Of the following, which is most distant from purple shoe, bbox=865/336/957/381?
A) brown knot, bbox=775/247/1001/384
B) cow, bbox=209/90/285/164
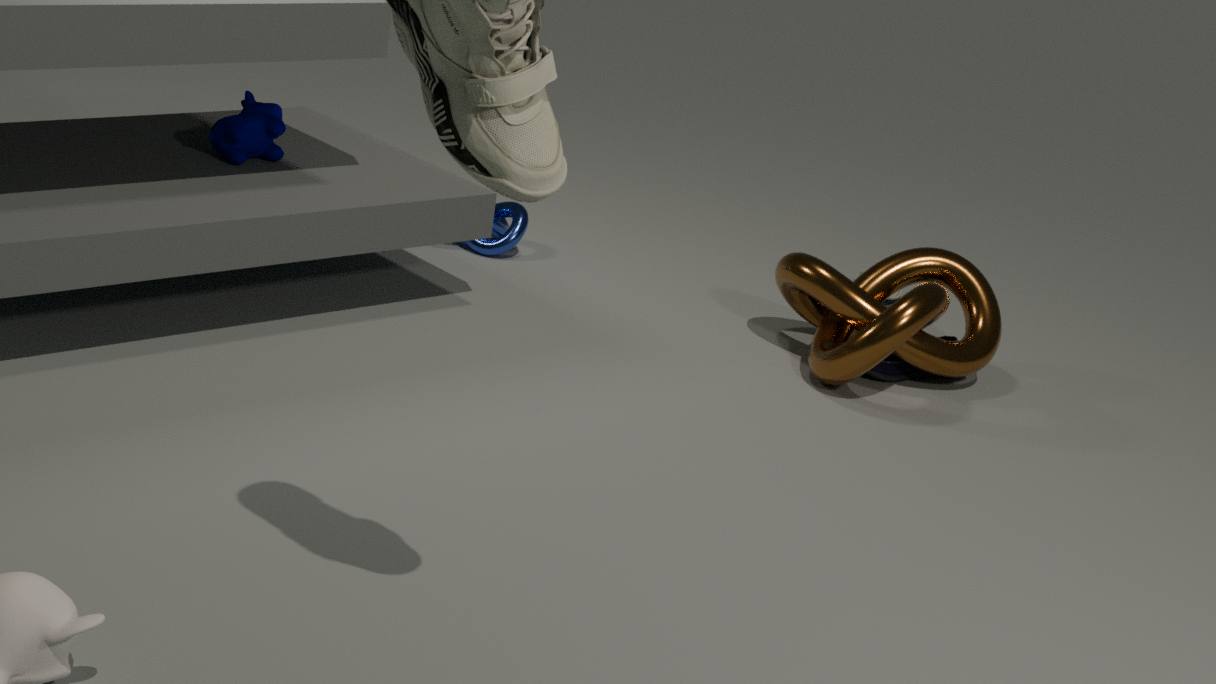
cow, bbox=209/90/285/164
